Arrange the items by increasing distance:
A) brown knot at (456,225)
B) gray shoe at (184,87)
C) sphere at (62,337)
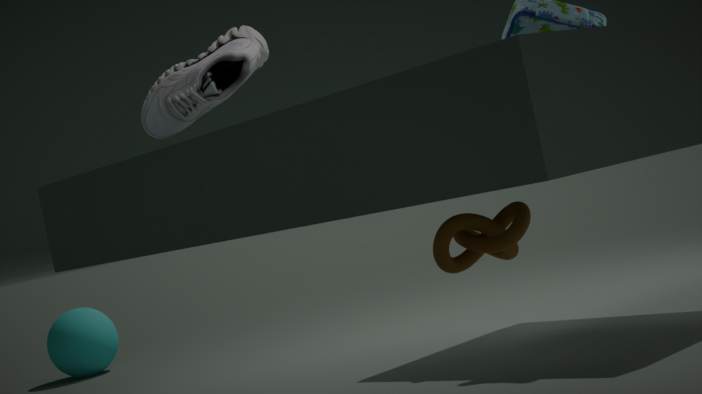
brown knot at (456,225)
gray shoe at (184,87)
sphere at (62,337)
